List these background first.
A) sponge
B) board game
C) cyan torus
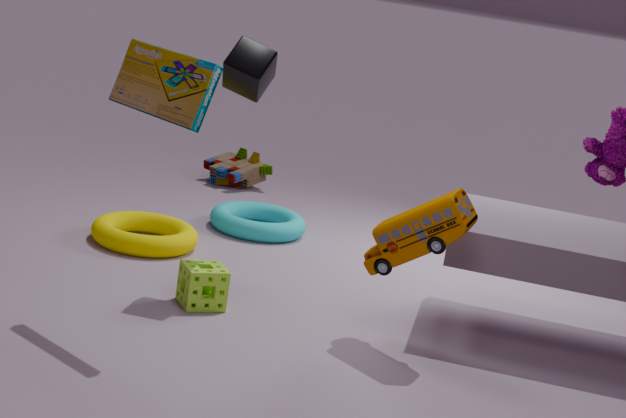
cyan torus
sponge
board game
